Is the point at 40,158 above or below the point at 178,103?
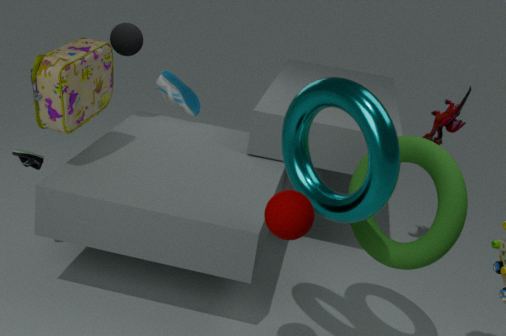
below
